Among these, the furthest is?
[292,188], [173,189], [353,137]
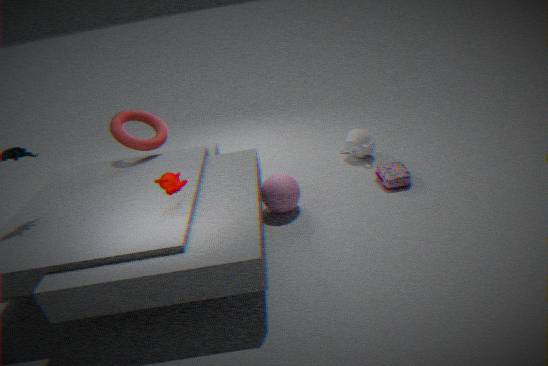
[353,137]
